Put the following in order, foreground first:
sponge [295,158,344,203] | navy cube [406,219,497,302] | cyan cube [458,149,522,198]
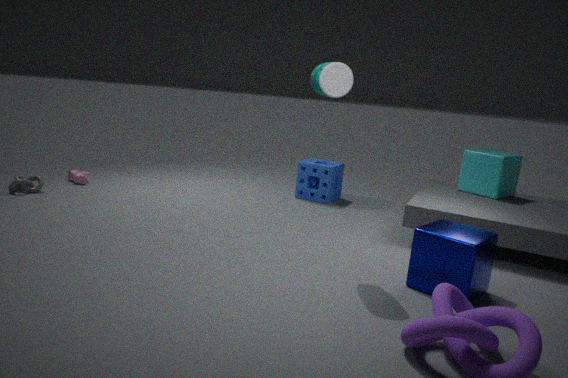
navy cube [406,219,497,302]
cyan cube [458,149,522,198]
sponge [295,158,344,203]
